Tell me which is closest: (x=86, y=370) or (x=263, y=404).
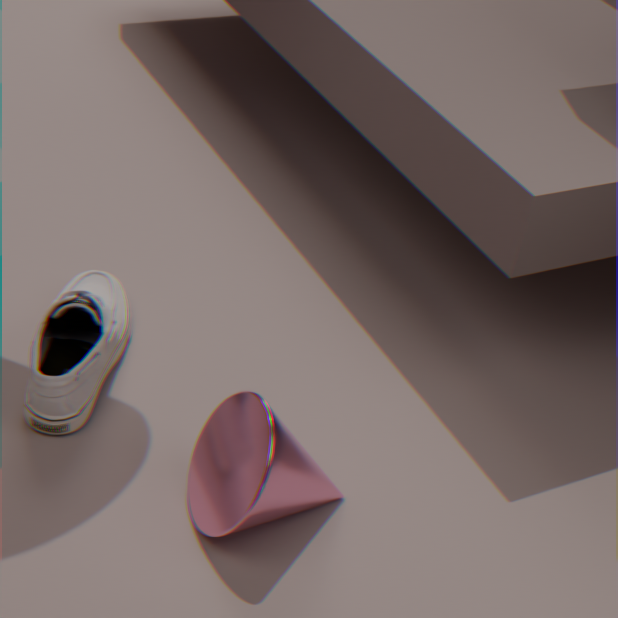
(x=263, y=404)
